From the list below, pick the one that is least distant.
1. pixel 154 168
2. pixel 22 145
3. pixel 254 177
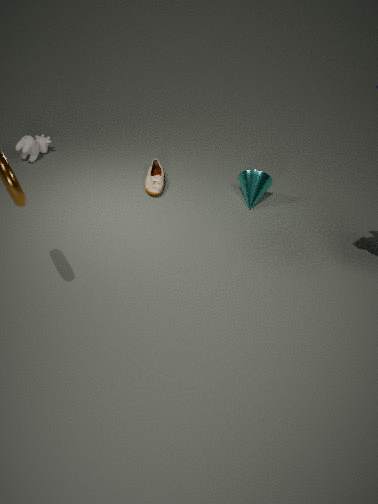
pixel 254 177
